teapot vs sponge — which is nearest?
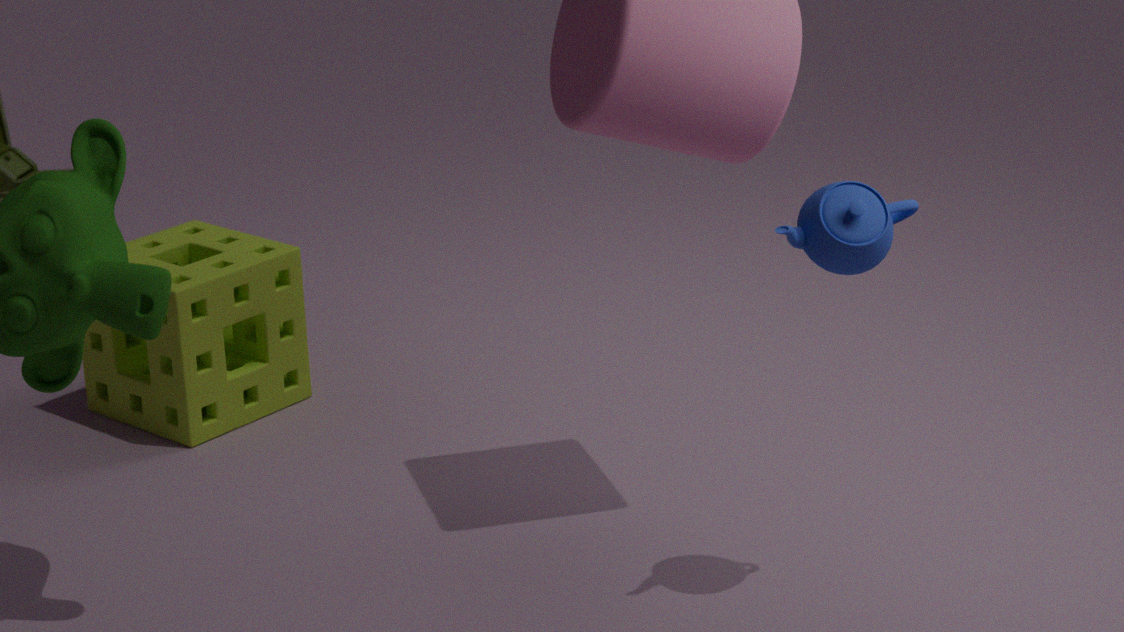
teapot
